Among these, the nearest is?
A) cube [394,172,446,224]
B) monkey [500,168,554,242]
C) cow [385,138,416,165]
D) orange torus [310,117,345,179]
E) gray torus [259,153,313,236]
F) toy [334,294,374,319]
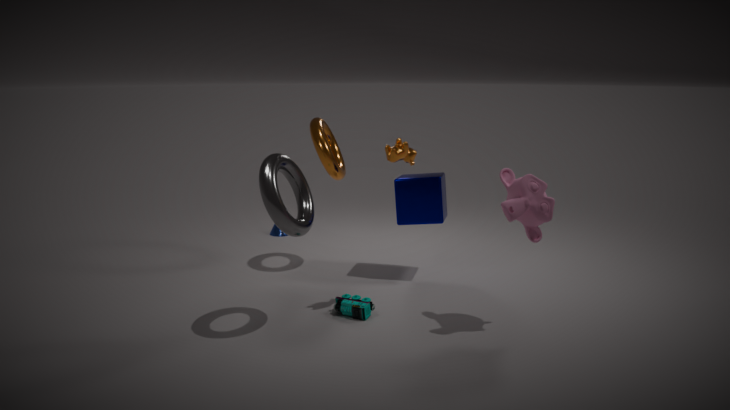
gray torus [259,153,313,236]
